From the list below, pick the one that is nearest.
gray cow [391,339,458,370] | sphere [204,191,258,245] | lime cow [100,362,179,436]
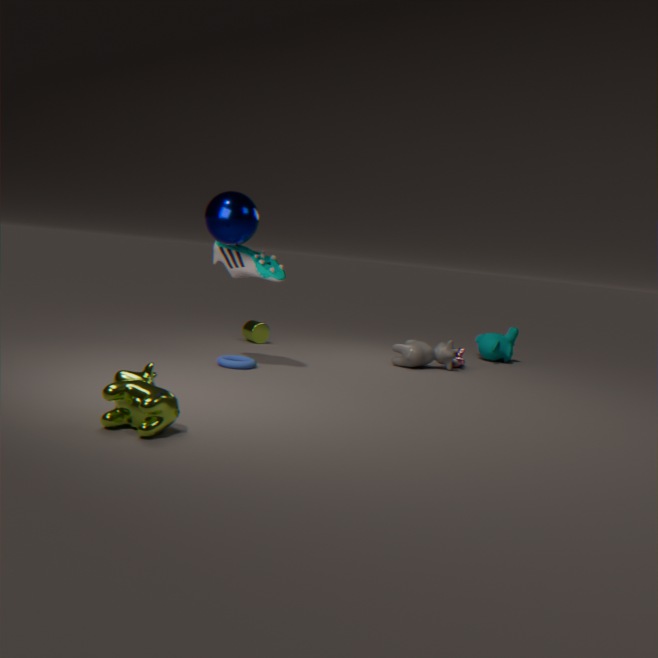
lime cow [100,362,179,436]
